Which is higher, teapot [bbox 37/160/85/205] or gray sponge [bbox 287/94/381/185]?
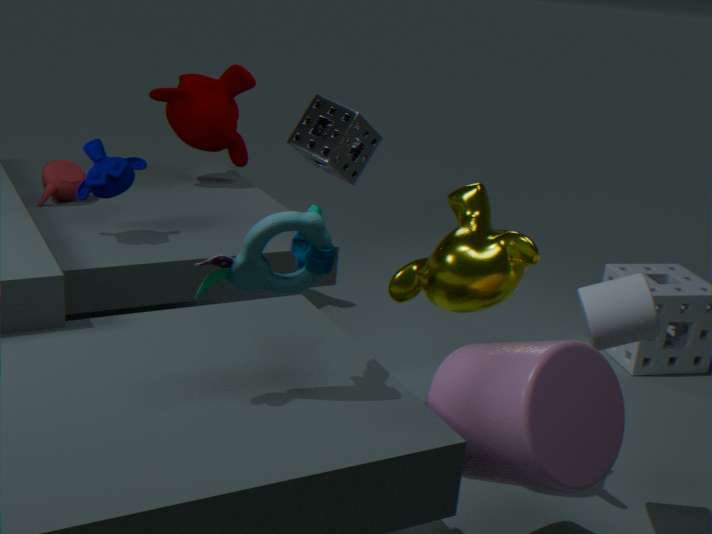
gray sponge [bbox 287/94/381/185]
